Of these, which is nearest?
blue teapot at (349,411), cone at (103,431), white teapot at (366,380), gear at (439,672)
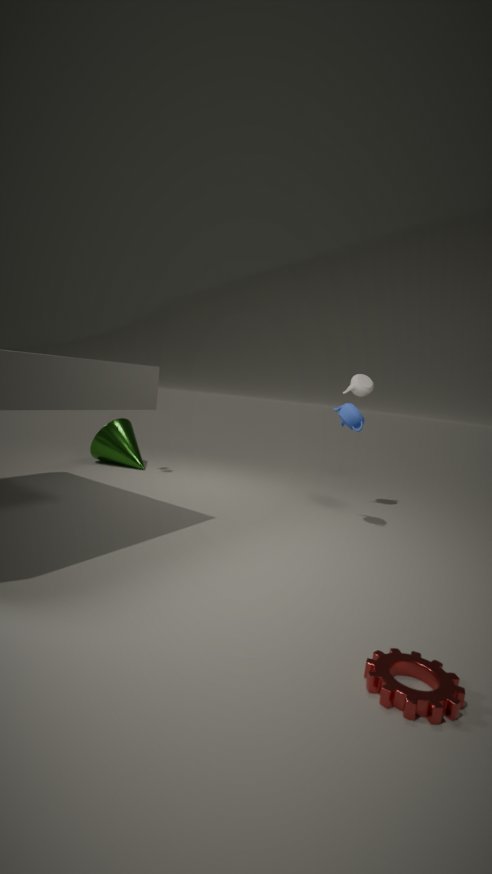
gear at (439,672)
